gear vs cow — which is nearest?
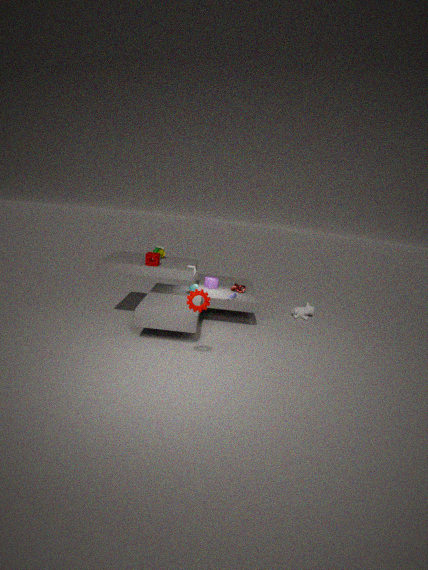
gear
